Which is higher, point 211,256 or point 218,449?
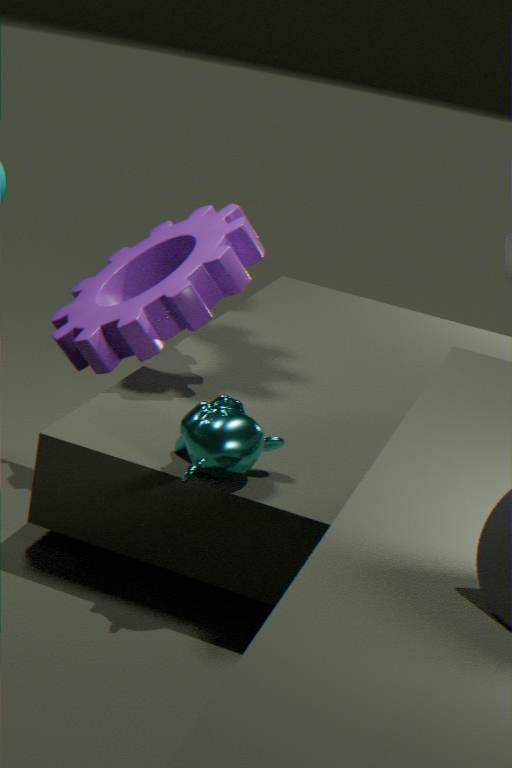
point 211,256
